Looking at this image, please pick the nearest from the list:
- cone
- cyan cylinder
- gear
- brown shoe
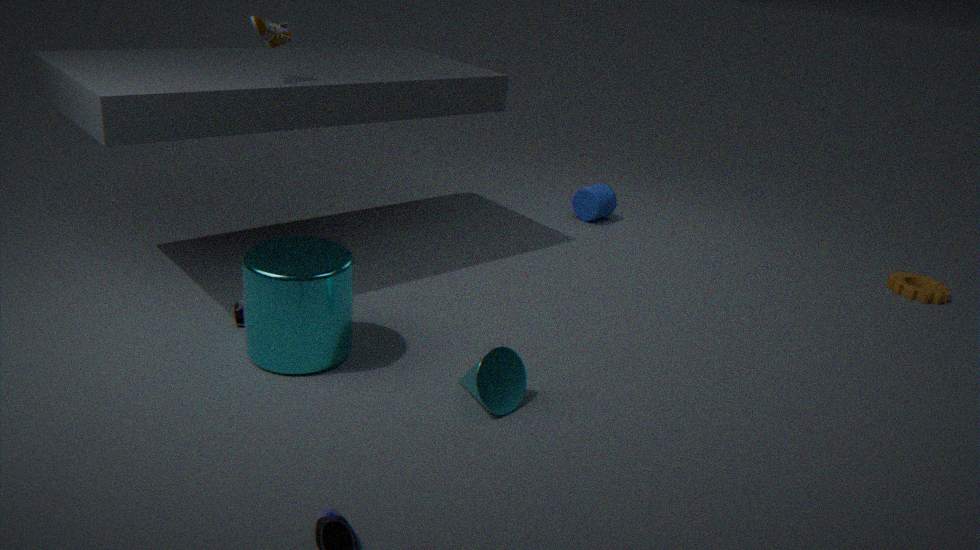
cone
